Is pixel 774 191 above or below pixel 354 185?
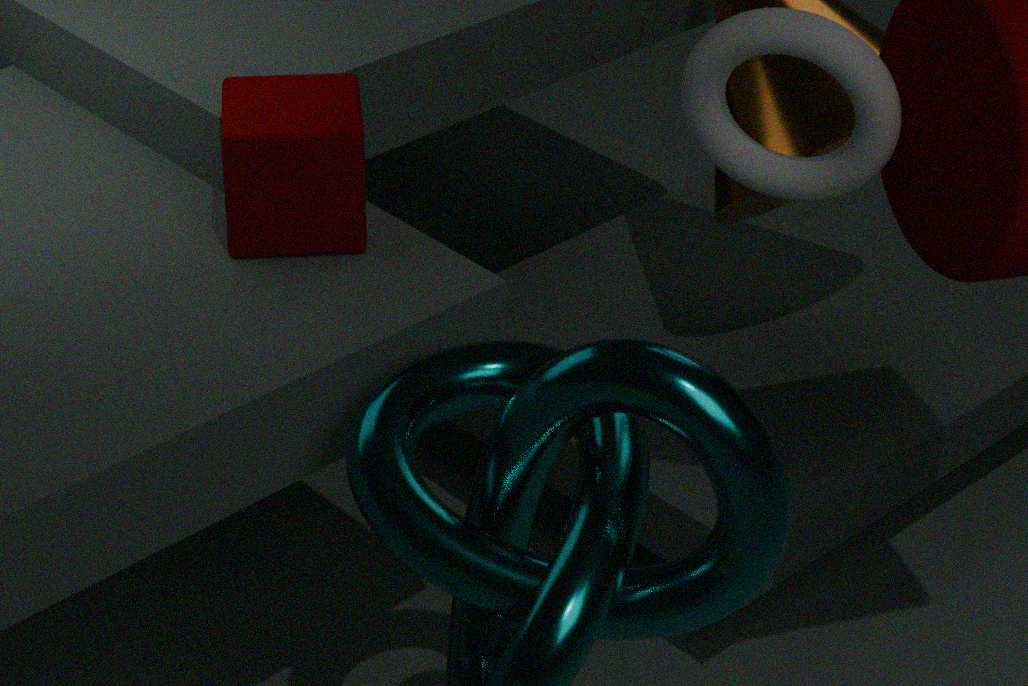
above
